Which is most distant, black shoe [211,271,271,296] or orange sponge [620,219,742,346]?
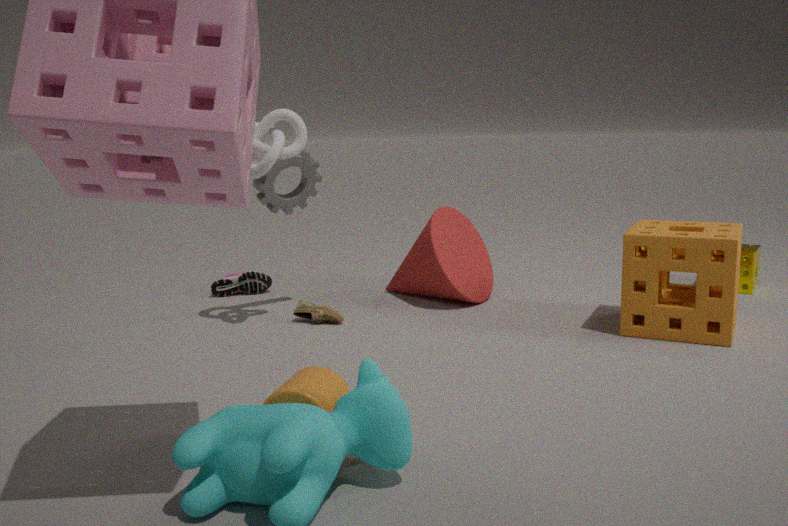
black shoe [211,271,271,296]
